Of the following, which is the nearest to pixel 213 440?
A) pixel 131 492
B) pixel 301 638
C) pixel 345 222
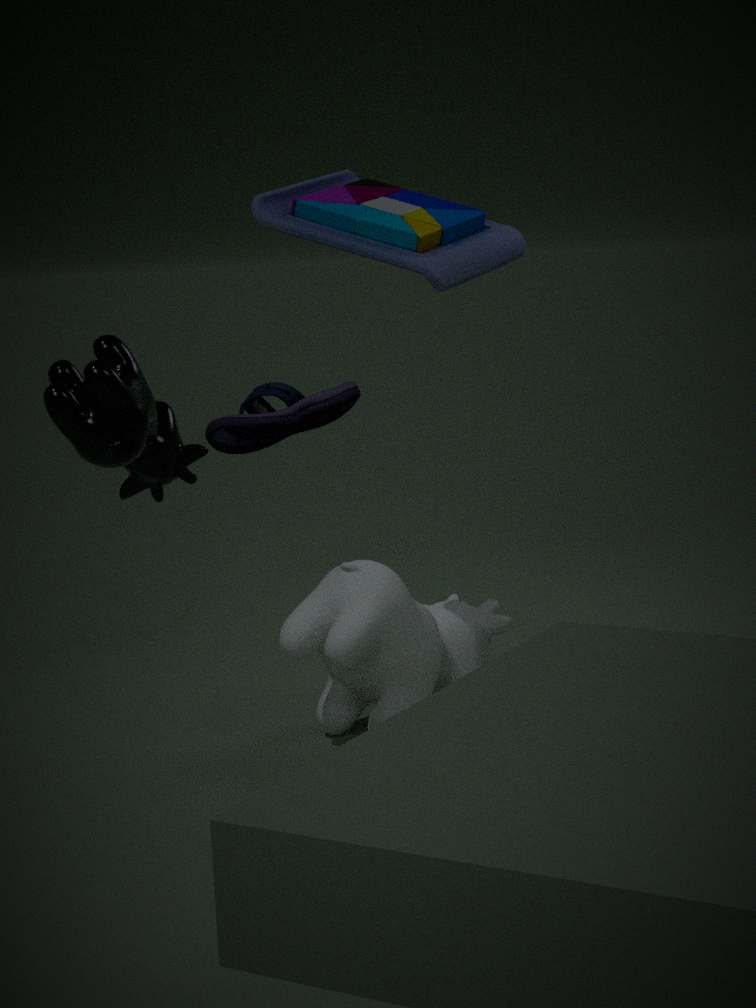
pixel 301 638
